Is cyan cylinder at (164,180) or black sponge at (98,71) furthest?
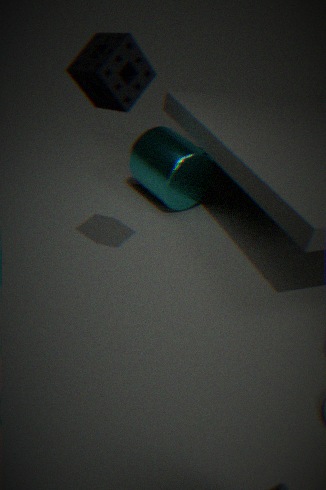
cyan cylinder at (164,180)
